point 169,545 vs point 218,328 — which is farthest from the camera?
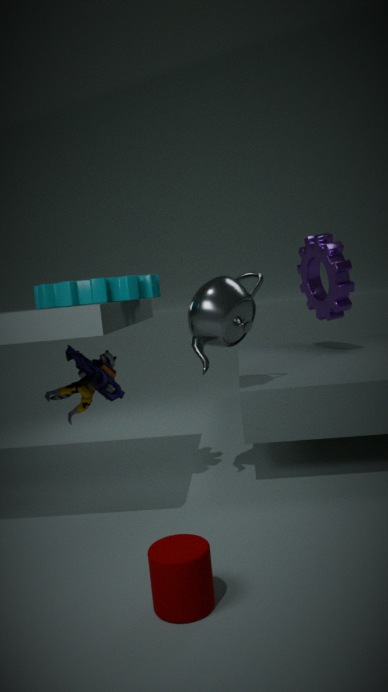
point 218,328
